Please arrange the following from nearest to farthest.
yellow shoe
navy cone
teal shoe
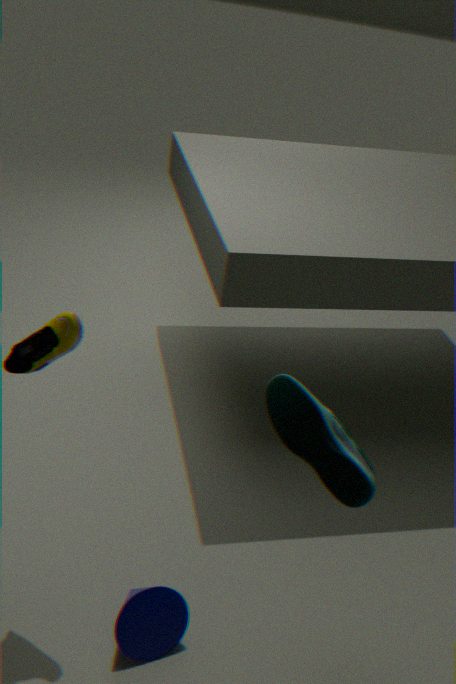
teal shoe < yellow shoe < navy cone
